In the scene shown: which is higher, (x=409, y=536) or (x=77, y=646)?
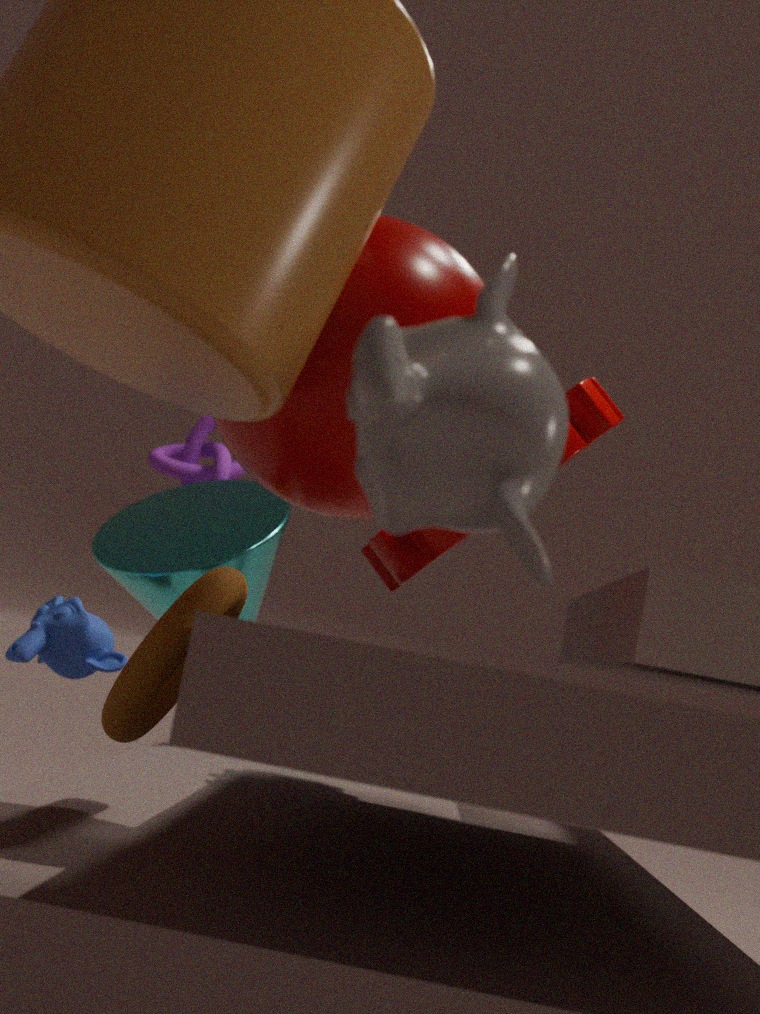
(x=409, y=536)
